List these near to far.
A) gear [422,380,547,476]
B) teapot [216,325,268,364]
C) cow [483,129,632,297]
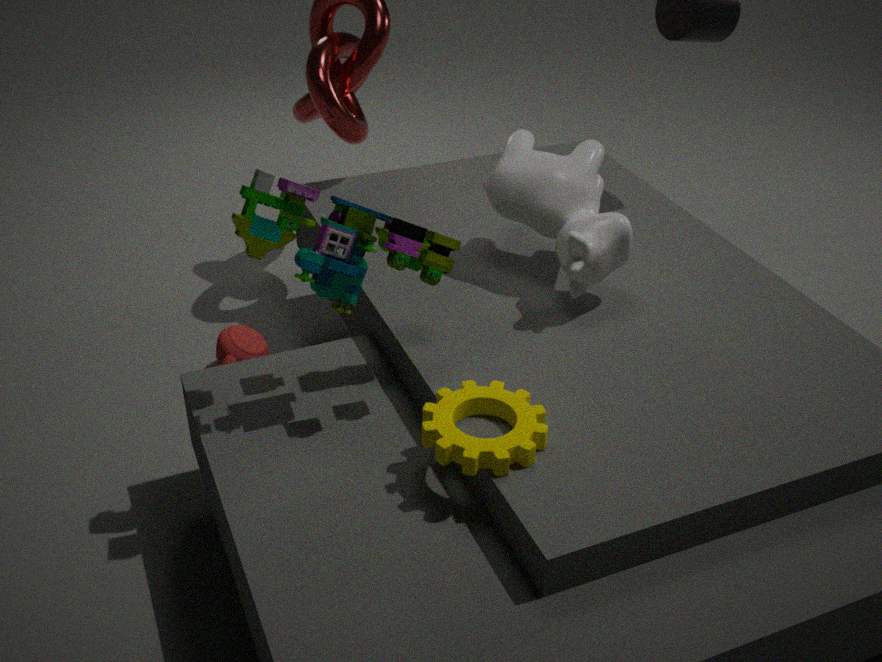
gear [422,380,547,476], cow [483,129,632,297], teapot [216,325,268,364]
